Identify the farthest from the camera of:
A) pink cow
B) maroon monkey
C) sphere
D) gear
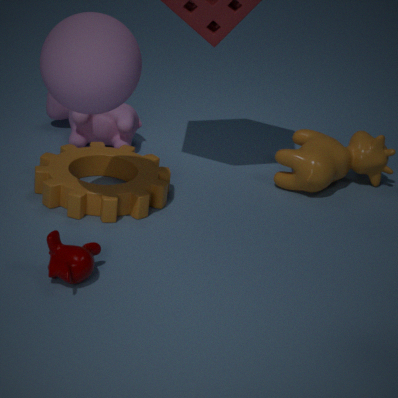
pink cow
